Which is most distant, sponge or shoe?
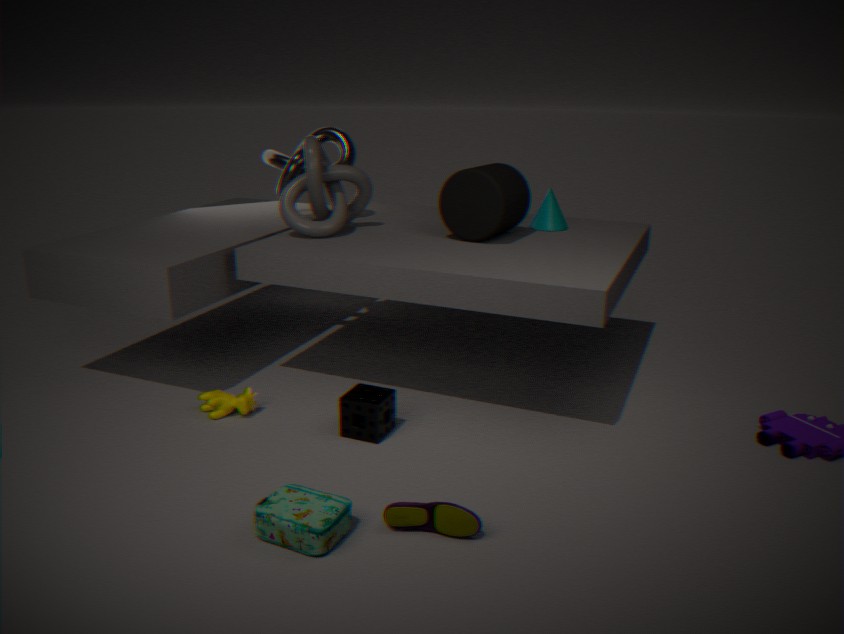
sponge
